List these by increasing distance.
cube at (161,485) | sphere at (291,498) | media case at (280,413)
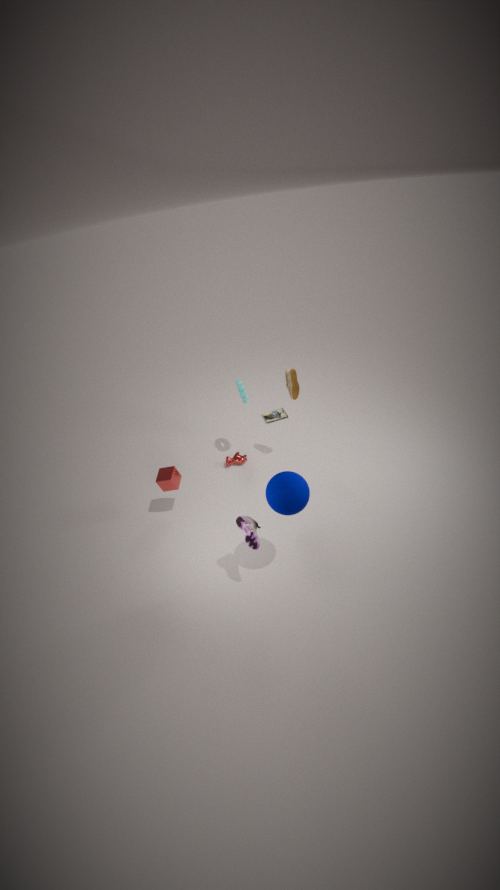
1. sphere at (291,498)
2. cube at (161,485)
3. media case at (280,413)
